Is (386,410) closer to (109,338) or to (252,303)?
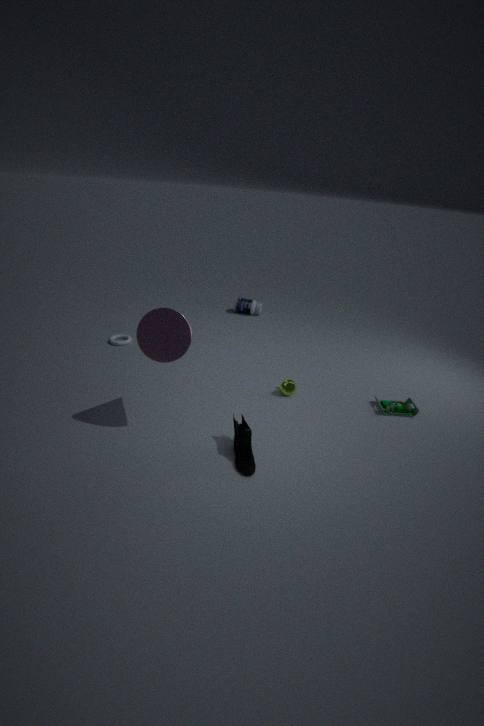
(252,303)
